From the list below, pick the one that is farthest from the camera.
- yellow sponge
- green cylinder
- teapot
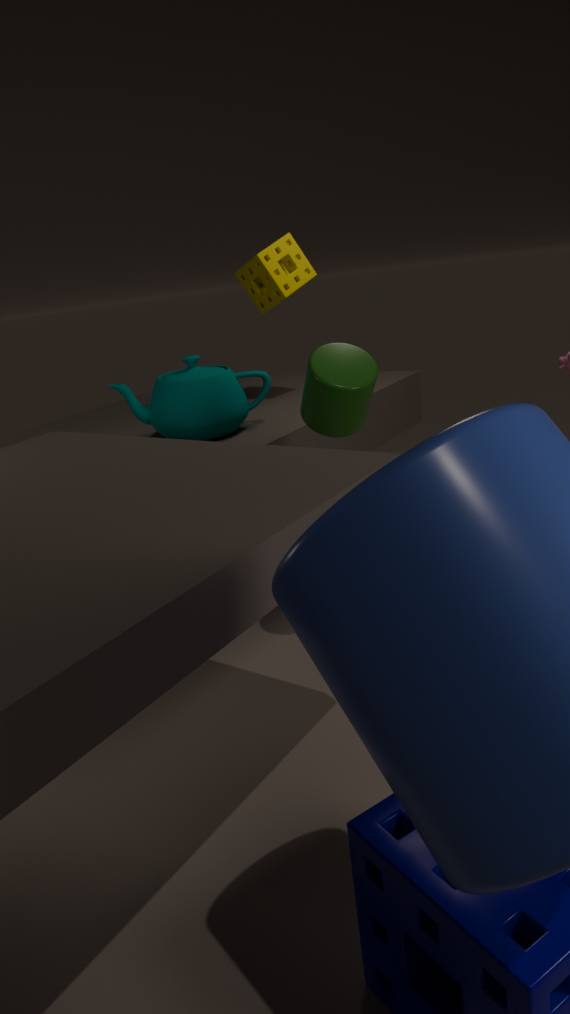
yellow sponge
